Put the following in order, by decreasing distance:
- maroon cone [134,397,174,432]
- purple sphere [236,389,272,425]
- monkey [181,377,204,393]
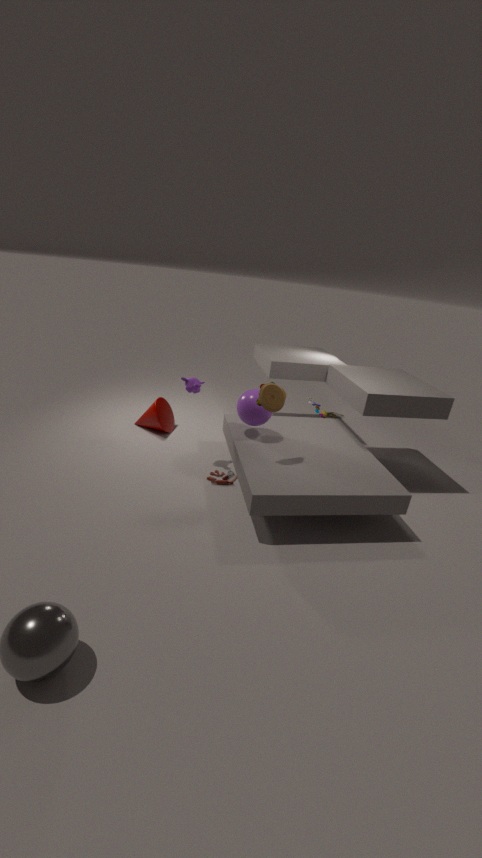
maroon cone [134,397,174,432], monkey [181,377,204,393], purple sphere [236,389,272,425]
